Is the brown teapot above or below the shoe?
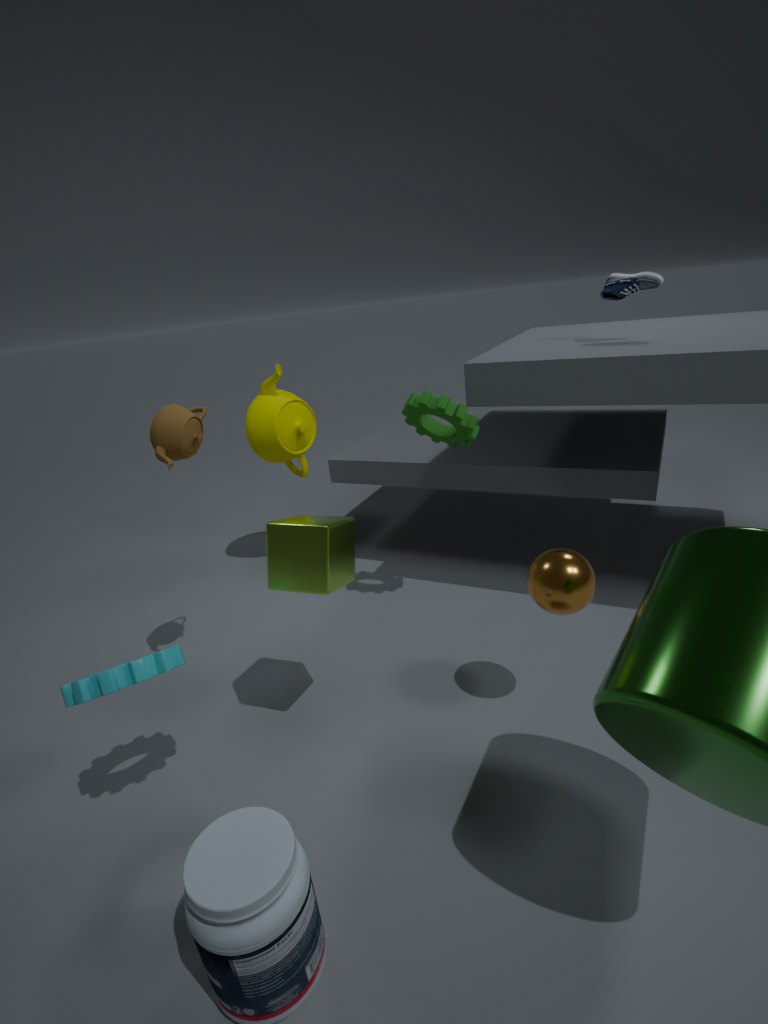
below
